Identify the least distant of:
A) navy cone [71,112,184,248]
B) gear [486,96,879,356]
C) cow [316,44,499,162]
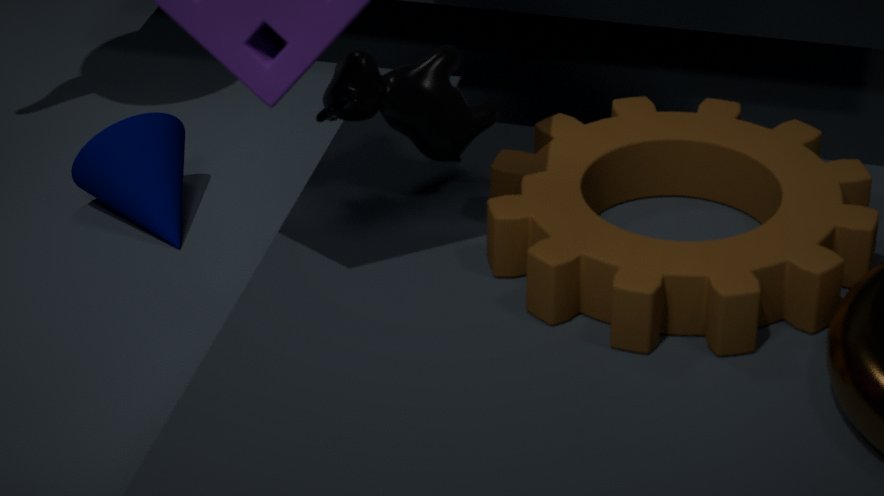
gear [486,96,879,356]
